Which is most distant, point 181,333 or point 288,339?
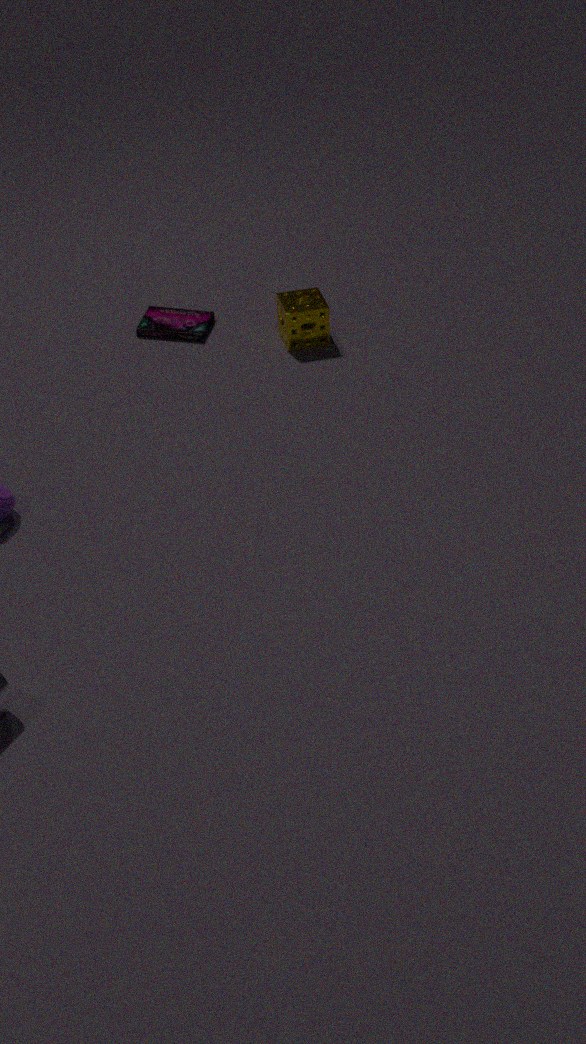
point 181,333
